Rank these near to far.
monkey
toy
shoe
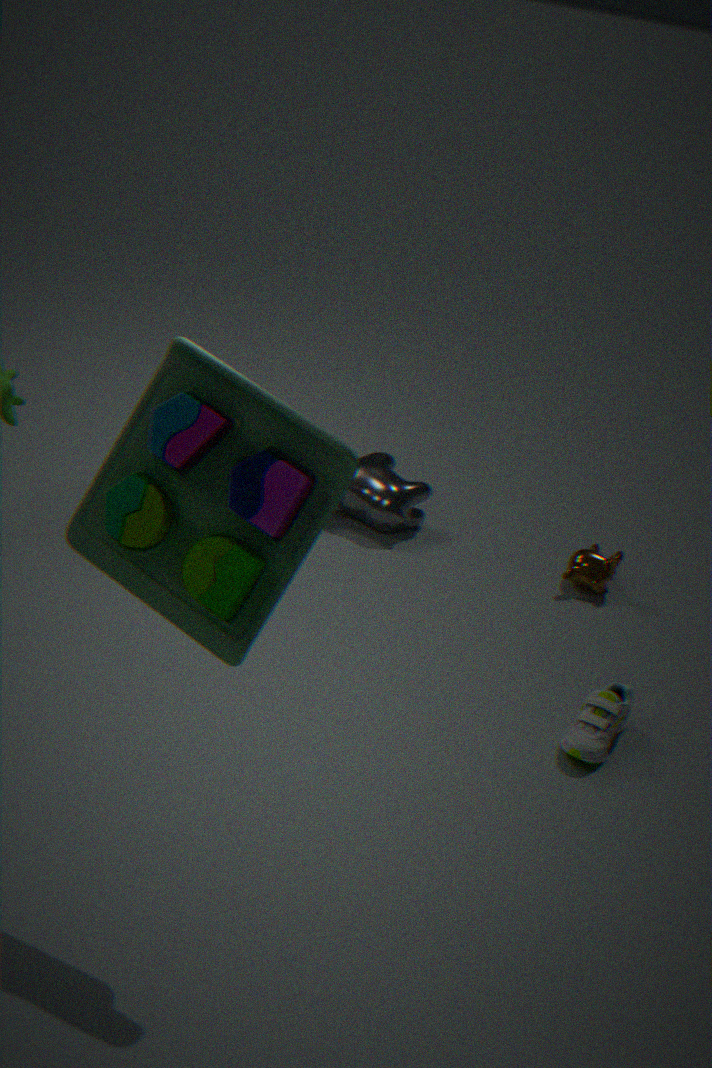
1. toy
2. shoe
3. monkey
